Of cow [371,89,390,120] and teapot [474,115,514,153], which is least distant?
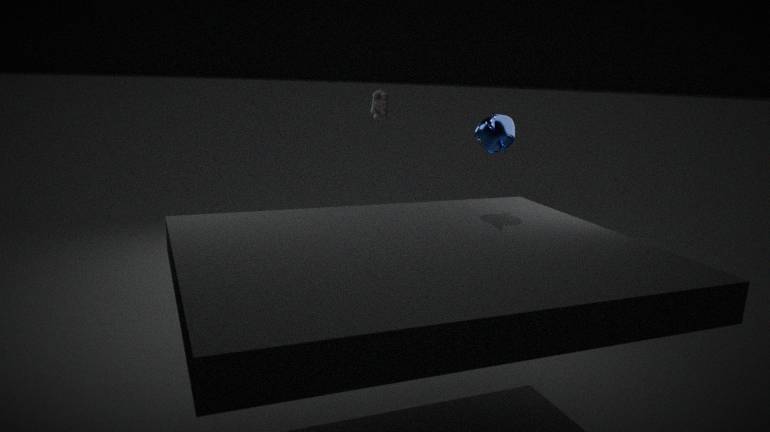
teapot [474,115,514,153]
